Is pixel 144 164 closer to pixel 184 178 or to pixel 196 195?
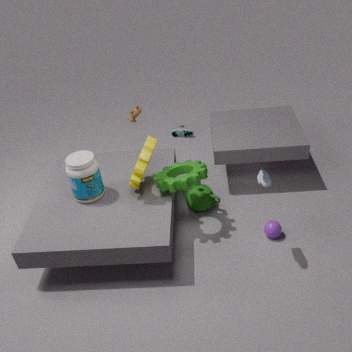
pixel 184 178
